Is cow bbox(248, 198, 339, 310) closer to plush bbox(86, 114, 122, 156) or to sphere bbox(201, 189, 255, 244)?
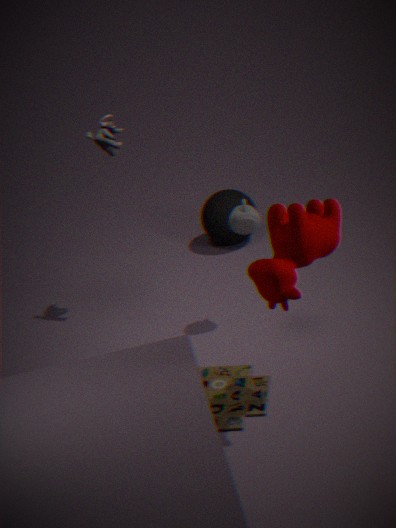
plush bbox(86, 114, 122, 156)
